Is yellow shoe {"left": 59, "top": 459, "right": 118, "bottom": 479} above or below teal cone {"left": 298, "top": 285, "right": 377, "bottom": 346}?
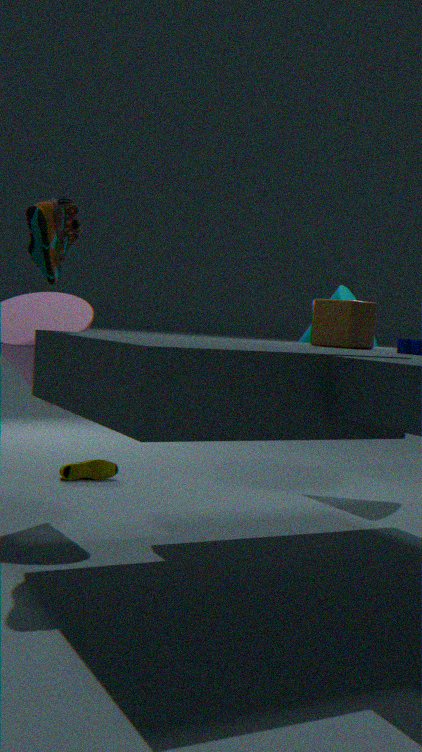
below
